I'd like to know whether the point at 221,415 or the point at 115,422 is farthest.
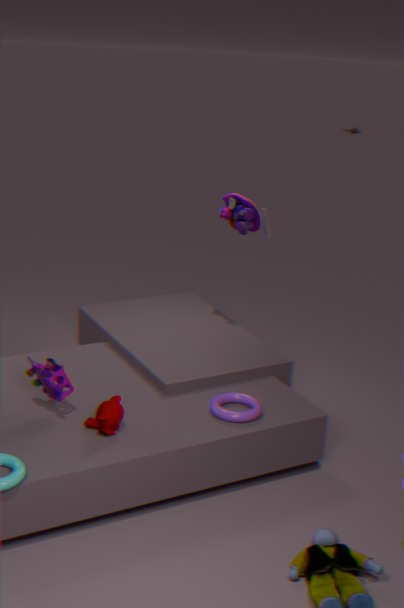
the point at 221,415
